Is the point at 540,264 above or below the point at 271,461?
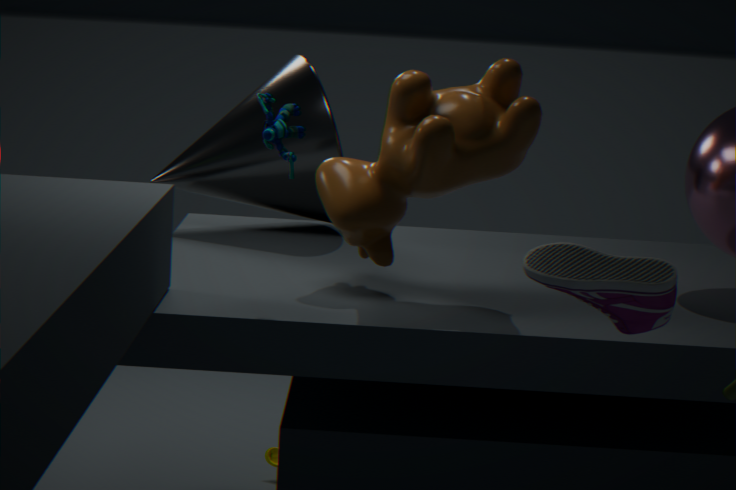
above
